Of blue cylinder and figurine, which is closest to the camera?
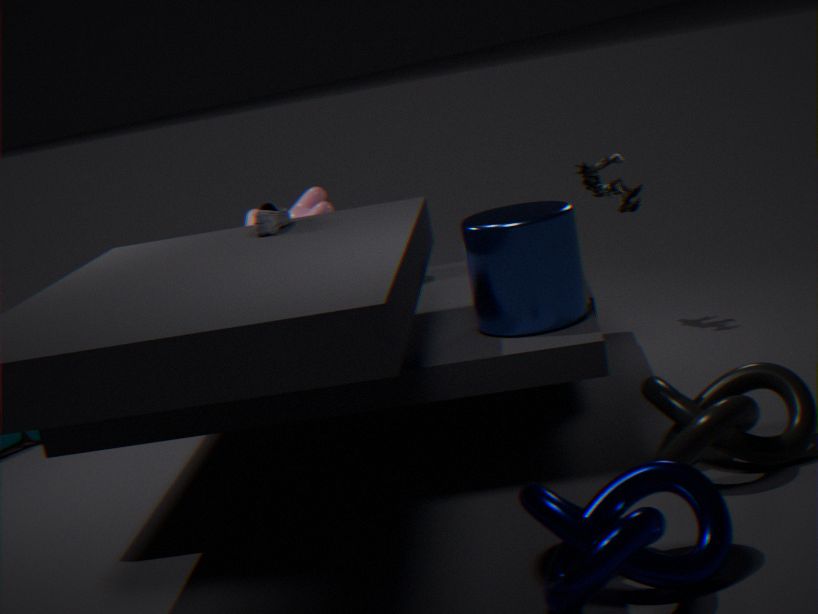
blue cylinder
